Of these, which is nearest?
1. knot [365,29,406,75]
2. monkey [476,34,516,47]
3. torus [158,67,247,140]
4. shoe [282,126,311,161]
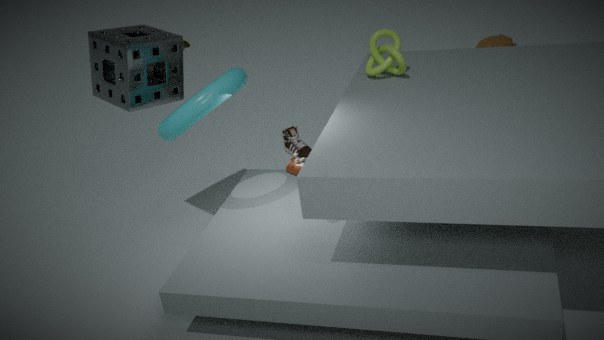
torus [158,67,247,140]
